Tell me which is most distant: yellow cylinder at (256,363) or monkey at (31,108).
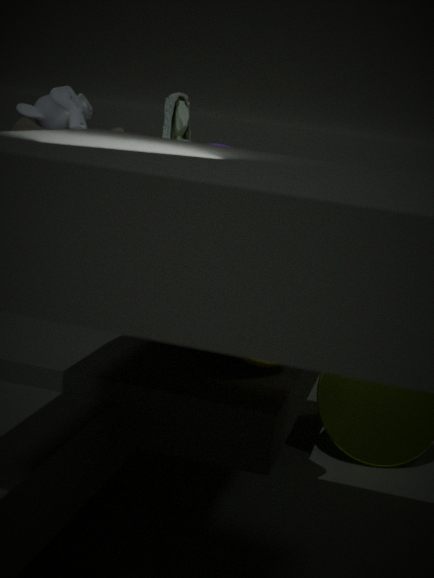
monkey at (31,108)
